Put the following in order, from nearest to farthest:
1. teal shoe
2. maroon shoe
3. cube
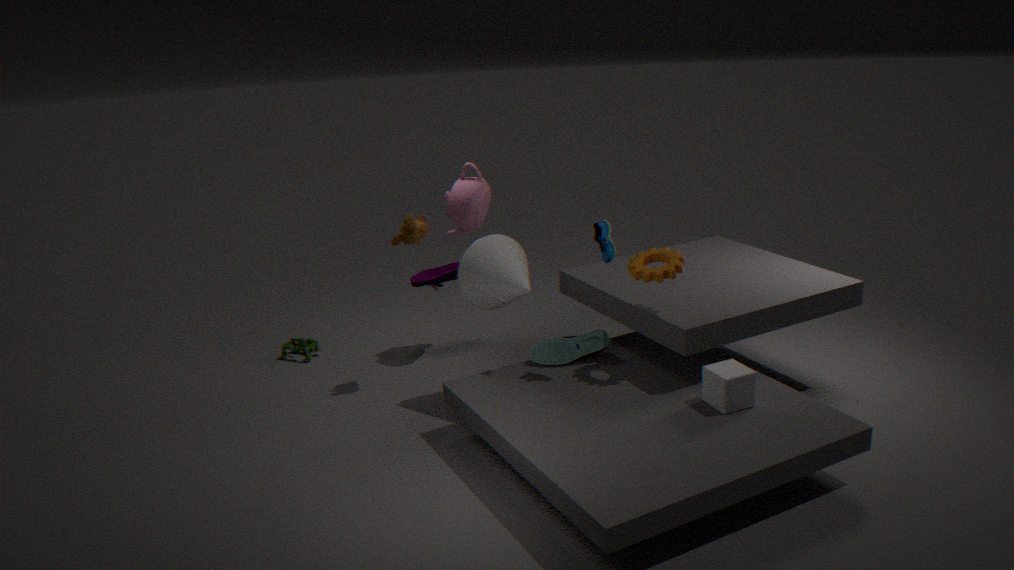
cube, teal shoe, maroon shoe
